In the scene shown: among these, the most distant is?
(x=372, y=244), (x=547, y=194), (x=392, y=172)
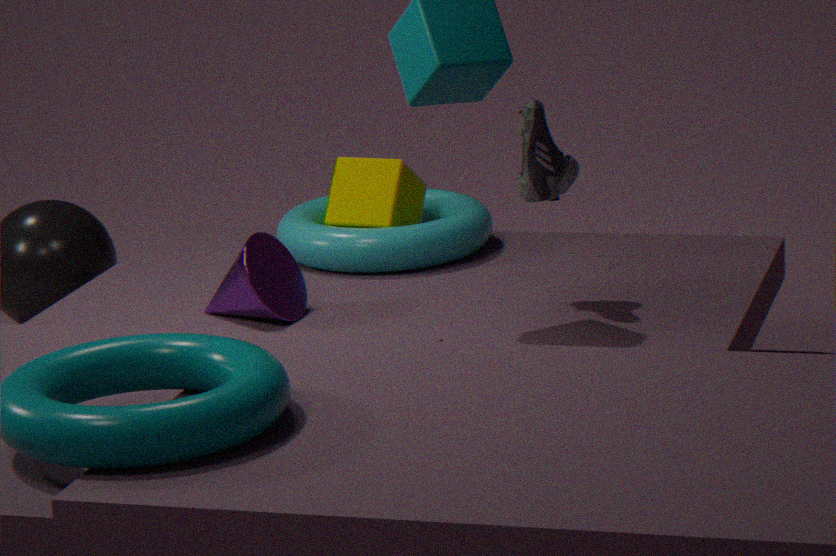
(x=392, y=172)
